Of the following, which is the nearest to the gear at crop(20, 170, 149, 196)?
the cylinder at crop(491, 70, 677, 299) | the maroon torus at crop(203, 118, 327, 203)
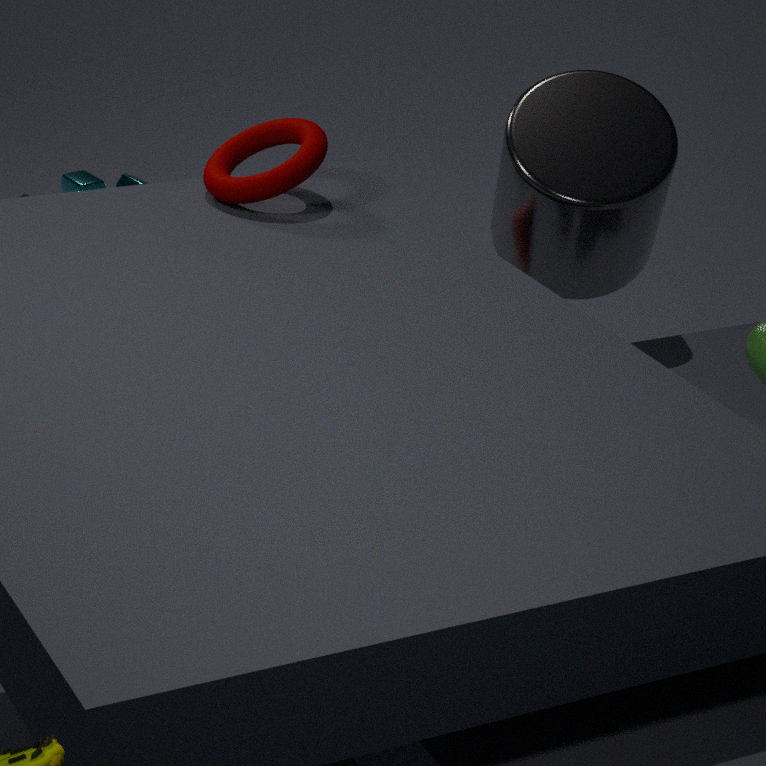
the maroon torus at crop(203, 118, 327, 203)
